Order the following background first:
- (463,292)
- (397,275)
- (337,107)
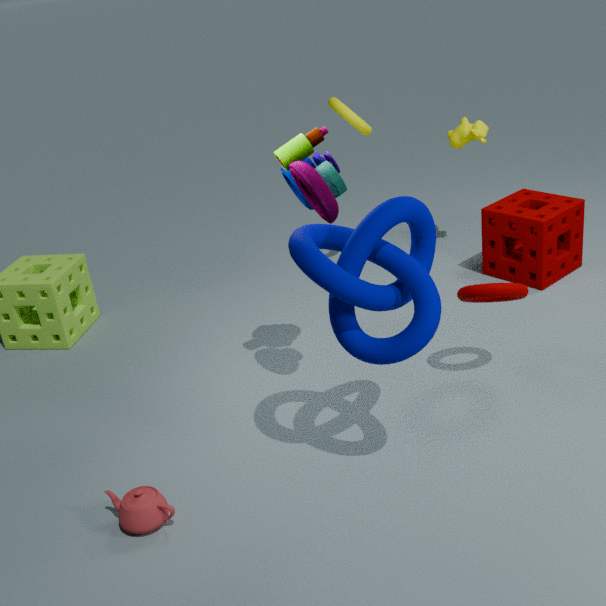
(337,107), (463,292), (397,275)
